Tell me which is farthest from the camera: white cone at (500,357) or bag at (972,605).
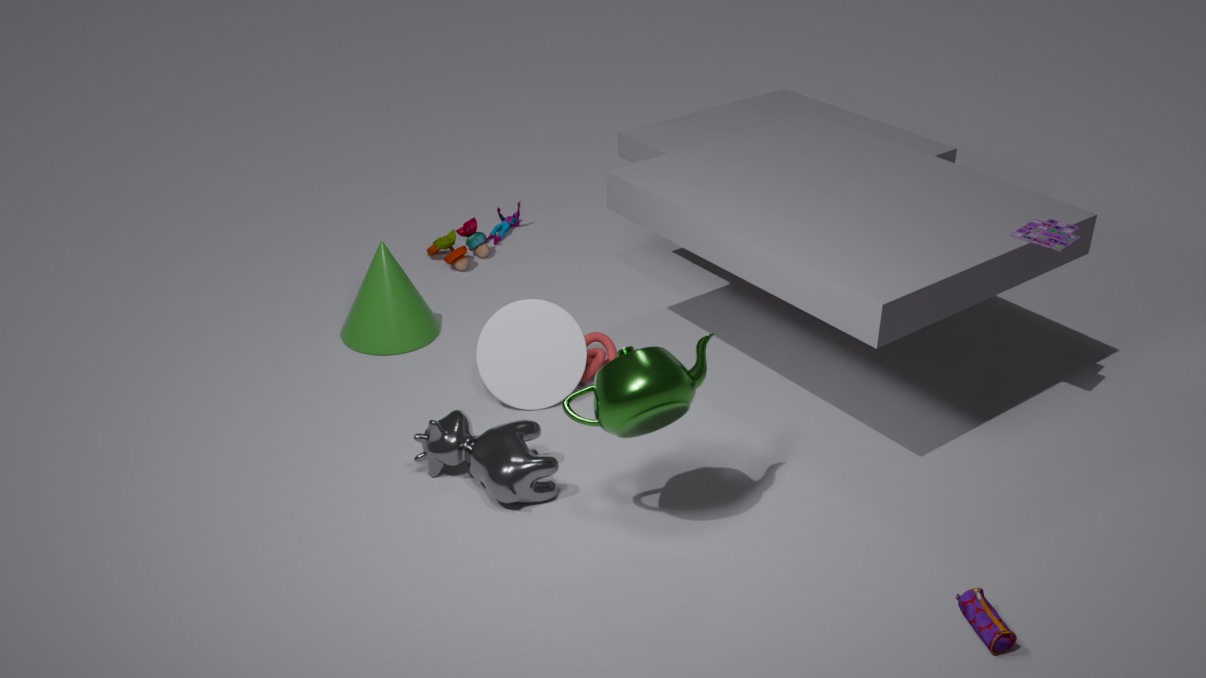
white cone at (500,357)
